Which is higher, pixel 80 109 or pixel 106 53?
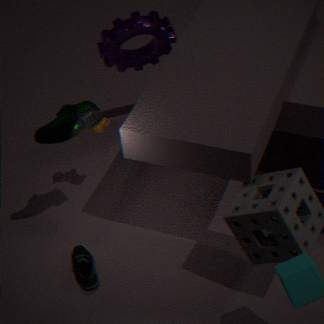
pixel 80 109
